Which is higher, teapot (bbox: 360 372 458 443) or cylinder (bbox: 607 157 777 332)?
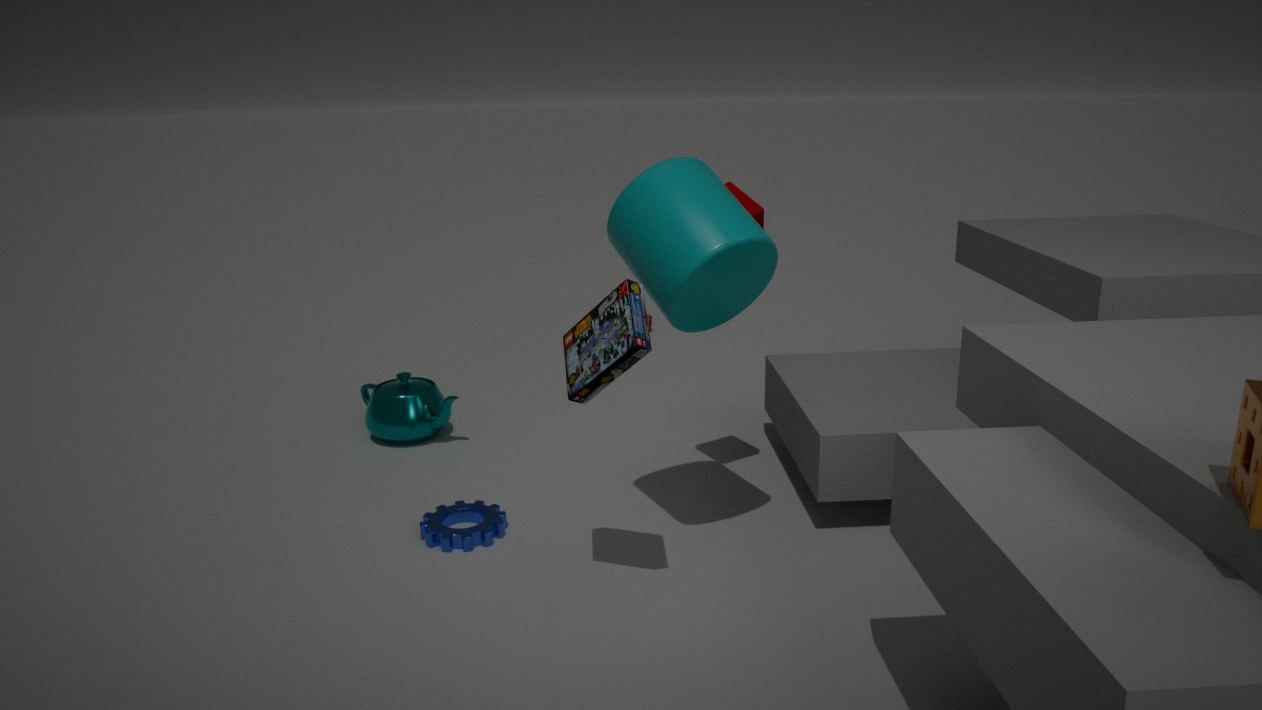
cylinder (bbox: 607 157 777 332)
